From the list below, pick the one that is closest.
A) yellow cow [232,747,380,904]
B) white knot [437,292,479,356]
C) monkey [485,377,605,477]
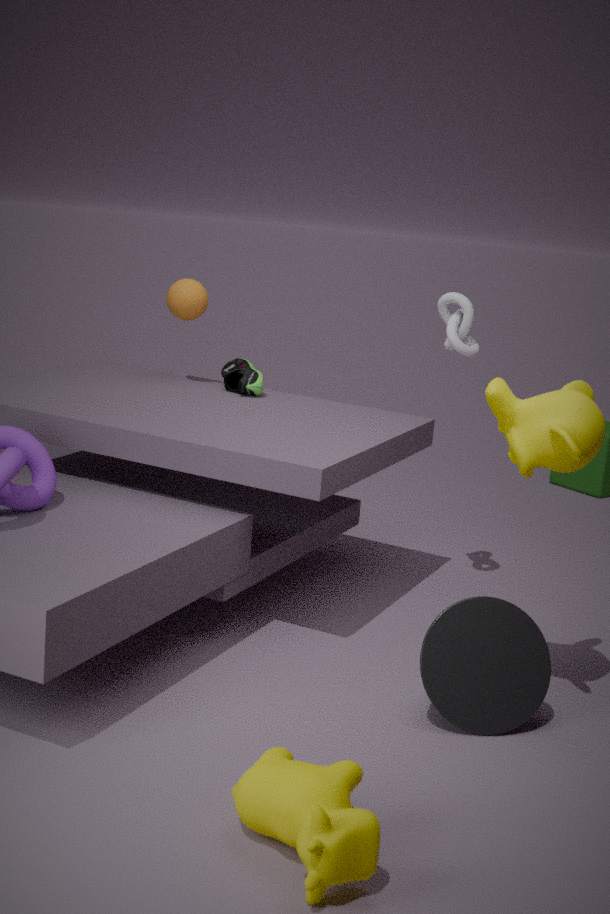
A. yellow cow [232,747,380,904]
